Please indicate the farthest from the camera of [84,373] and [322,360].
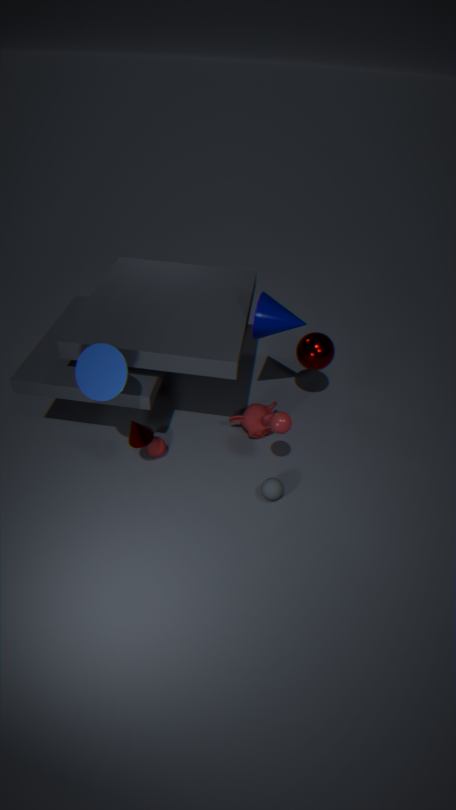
[322,360]
